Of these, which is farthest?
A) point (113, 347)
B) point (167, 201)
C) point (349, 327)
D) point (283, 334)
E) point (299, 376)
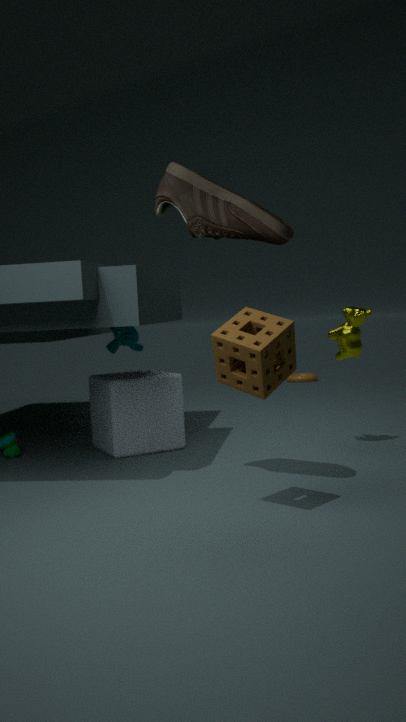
point (299, 376)
